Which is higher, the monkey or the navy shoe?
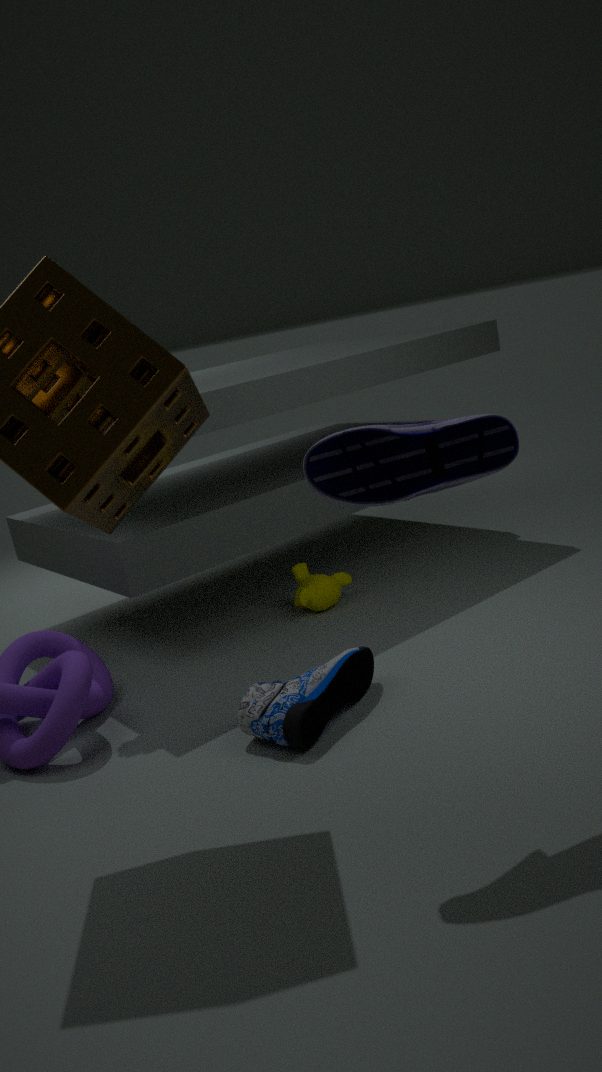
the navy shoe
